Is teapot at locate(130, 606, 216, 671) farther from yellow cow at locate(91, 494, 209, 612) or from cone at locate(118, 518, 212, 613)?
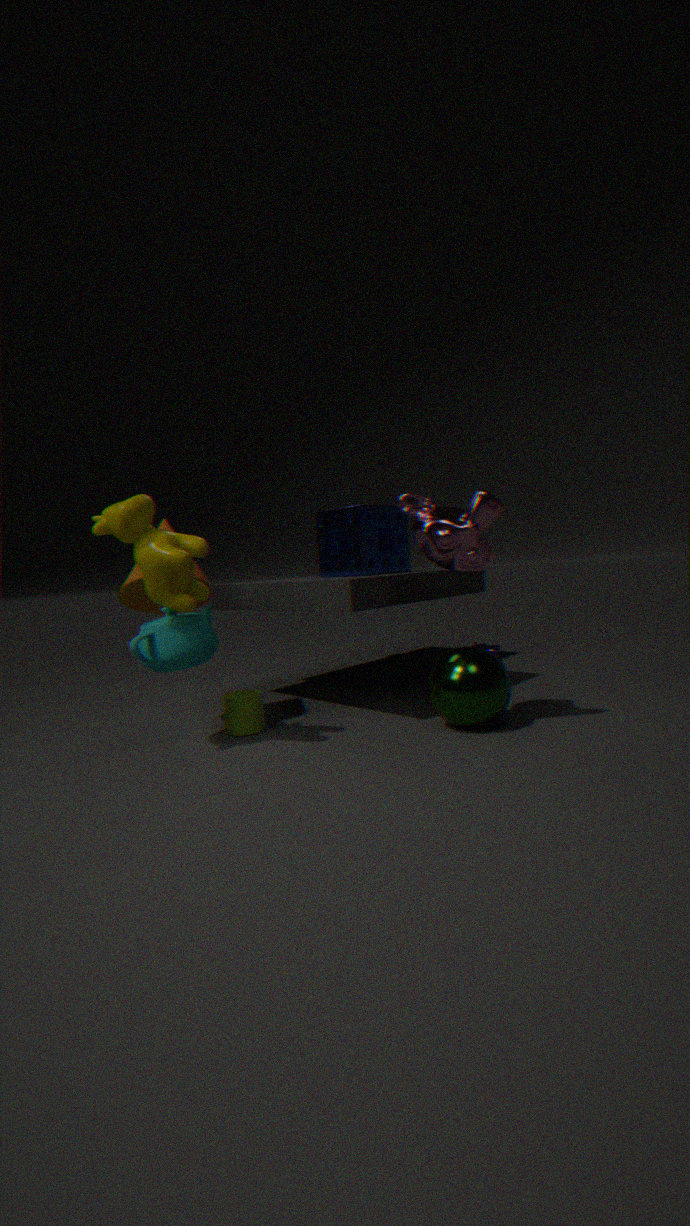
cone at locate(118, 518, 212, 613)
